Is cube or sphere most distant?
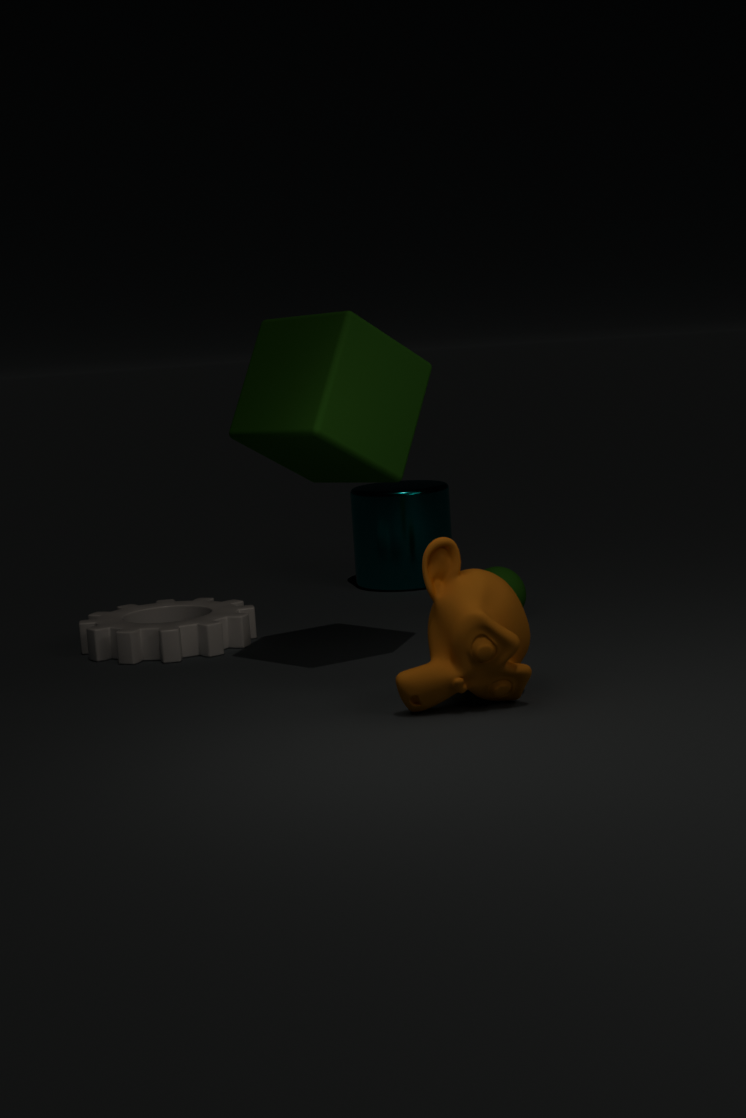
sphere
